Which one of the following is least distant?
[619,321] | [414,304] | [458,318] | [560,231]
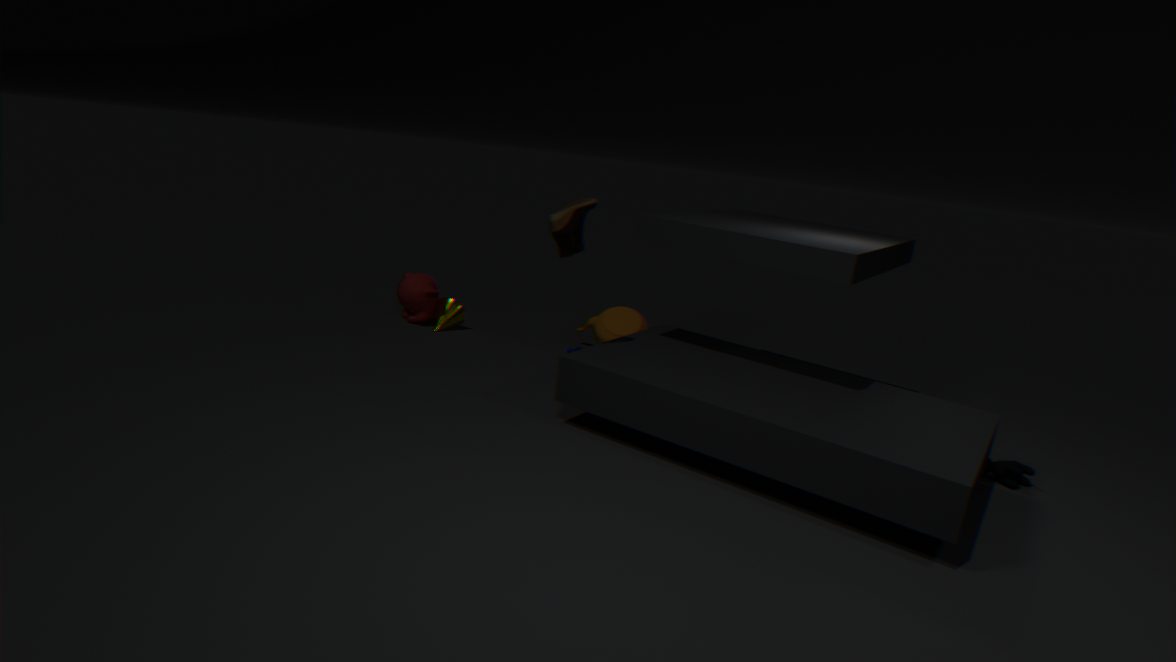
[560,231]
